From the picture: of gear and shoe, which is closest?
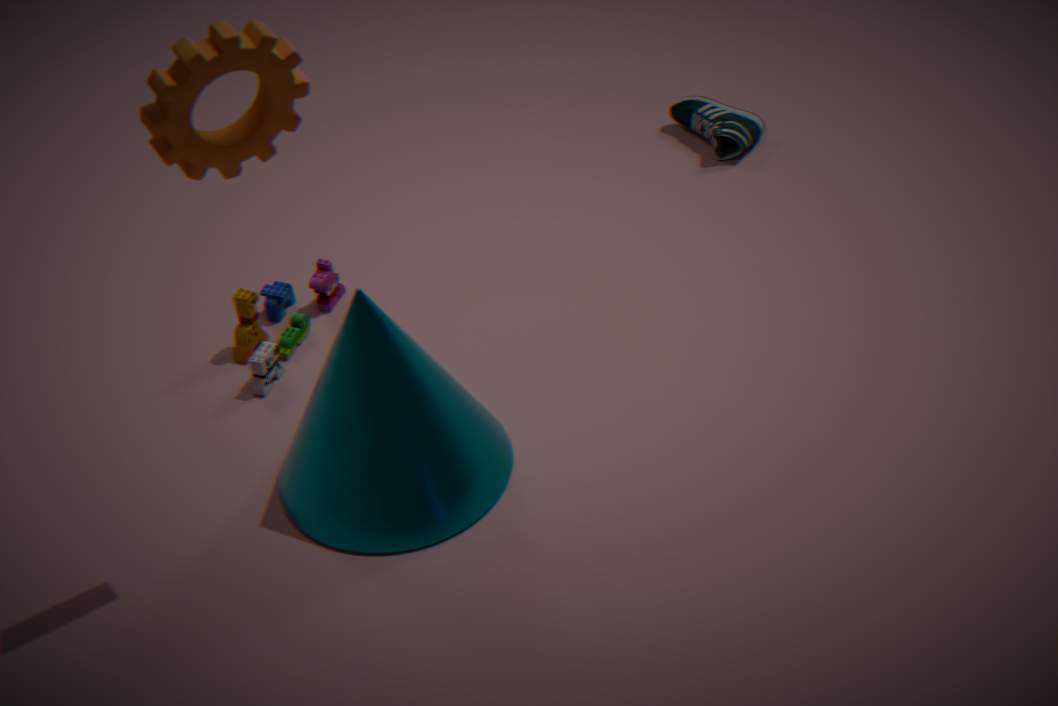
gear
